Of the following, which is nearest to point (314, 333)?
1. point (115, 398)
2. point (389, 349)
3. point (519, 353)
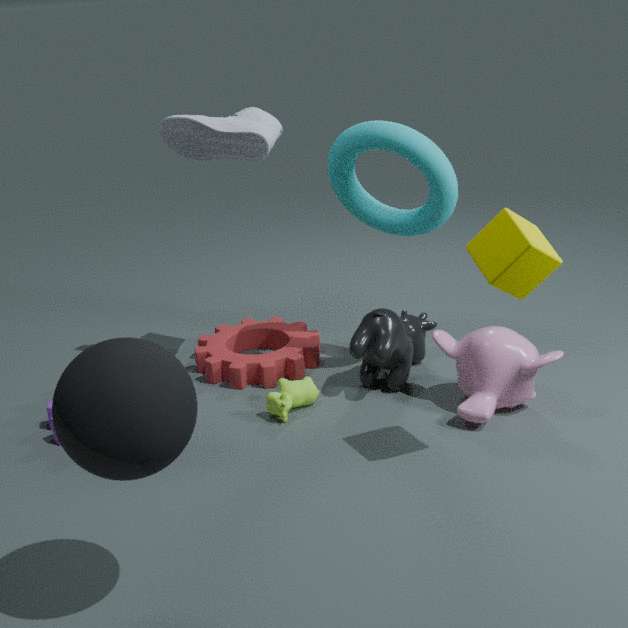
point (389, 349)
